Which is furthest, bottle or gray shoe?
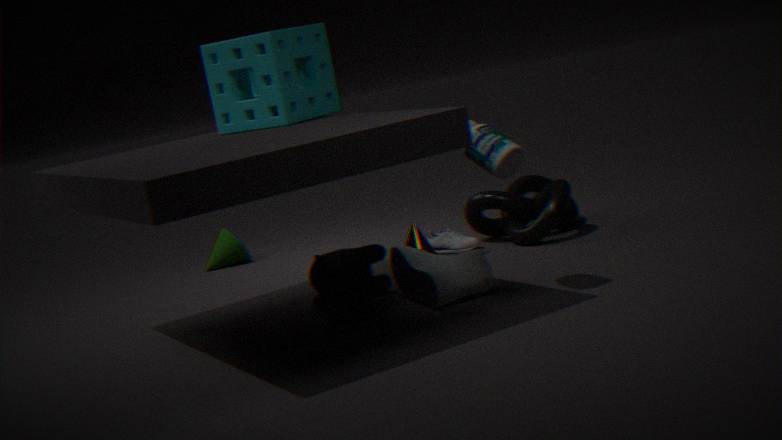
gray shoe
